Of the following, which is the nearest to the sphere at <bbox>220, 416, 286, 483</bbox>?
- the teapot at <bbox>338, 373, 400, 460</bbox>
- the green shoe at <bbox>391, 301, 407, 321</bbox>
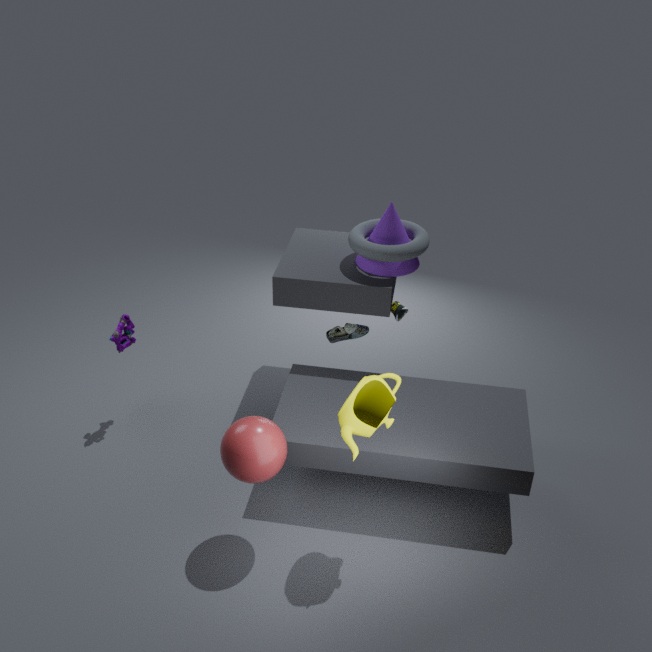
the teapot at <bbox>338, 373, 400, 460</bbox>
